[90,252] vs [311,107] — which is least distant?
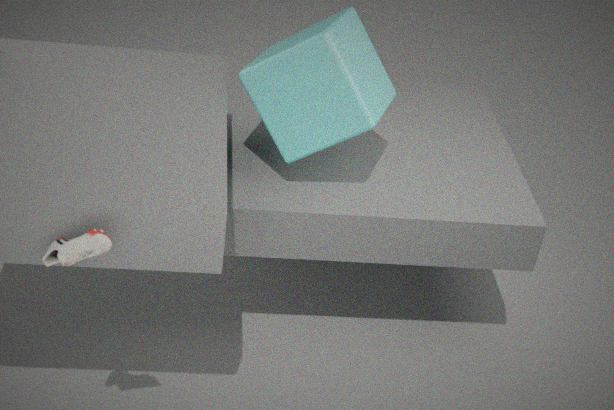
[90,252]
